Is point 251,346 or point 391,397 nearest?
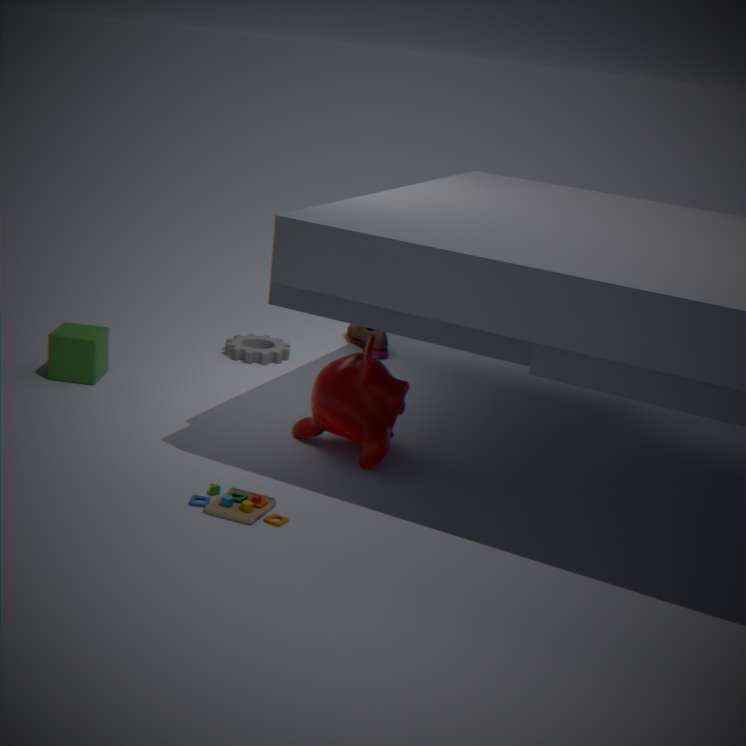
point 391,397
